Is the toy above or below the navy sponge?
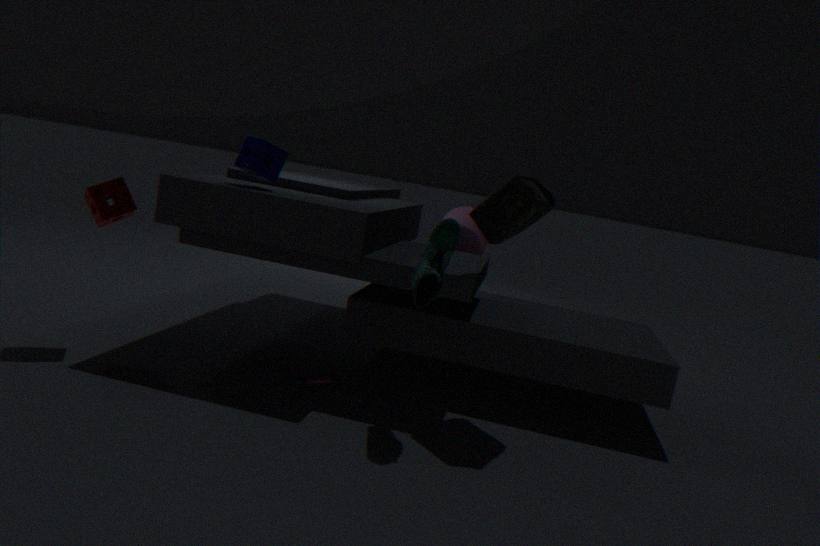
below
